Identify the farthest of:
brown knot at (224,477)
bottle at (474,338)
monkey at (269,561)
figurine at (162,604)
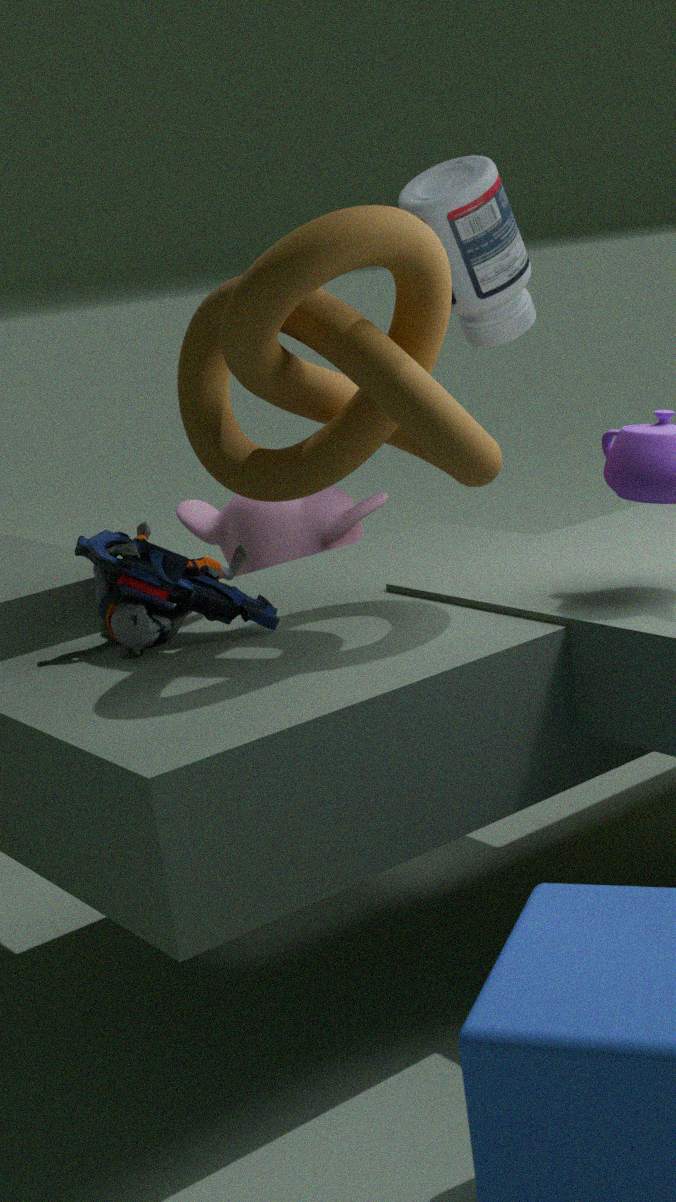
monkey at (269,561)
